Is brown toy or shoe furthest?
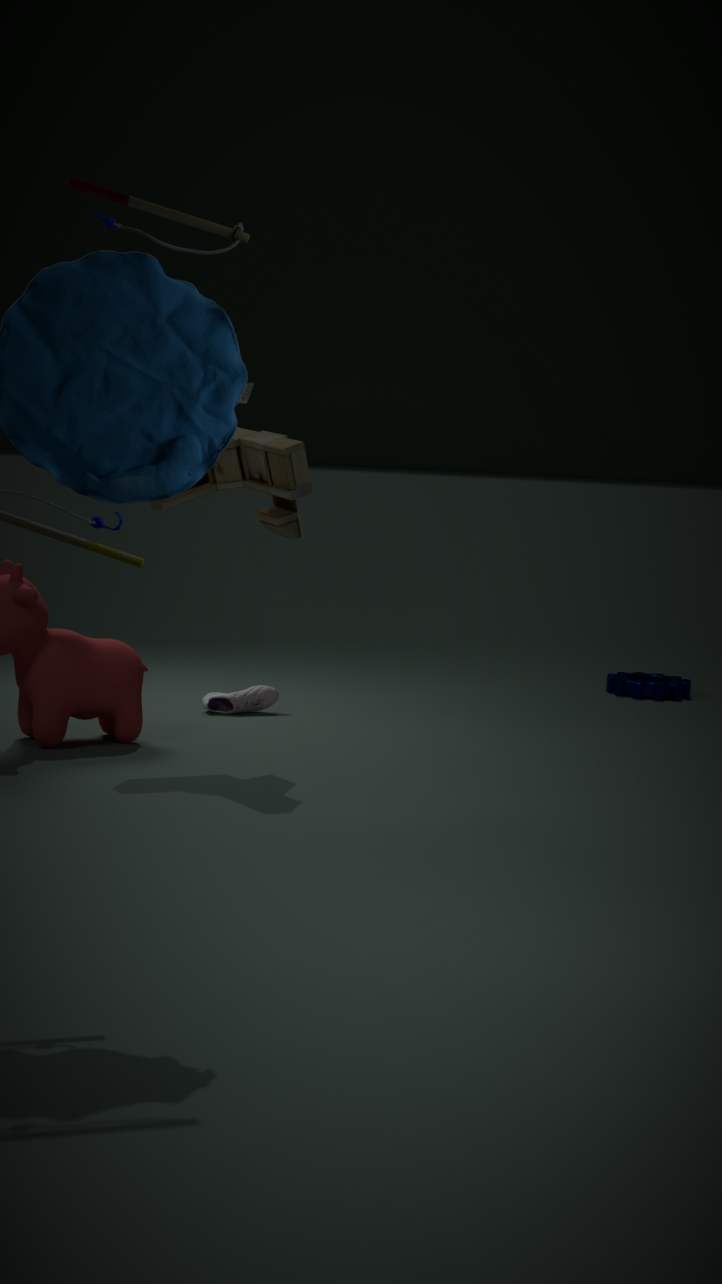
shoe
